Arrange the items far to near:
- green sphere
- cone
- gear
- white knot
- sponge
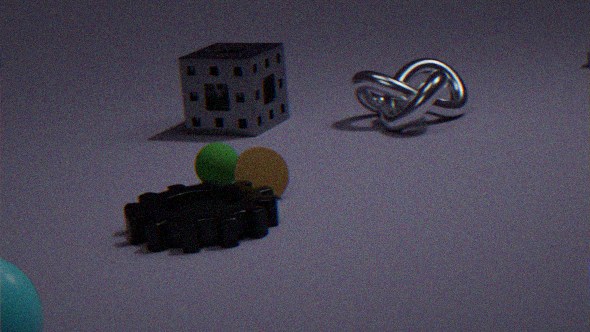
sponge, white knot, green sphere, cone, gear
